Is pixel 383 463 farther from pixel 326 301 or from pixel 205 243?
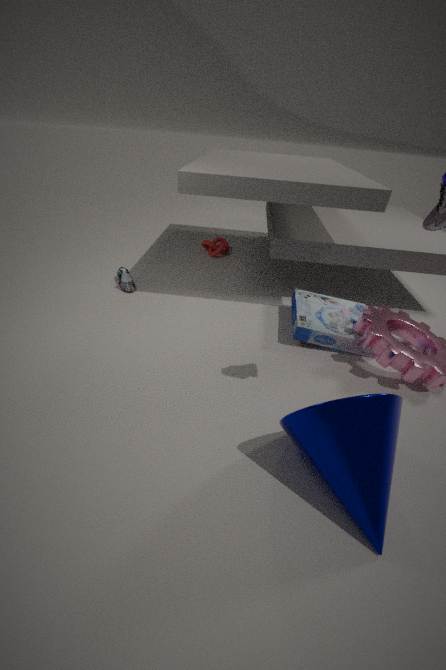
pixel 205 243
